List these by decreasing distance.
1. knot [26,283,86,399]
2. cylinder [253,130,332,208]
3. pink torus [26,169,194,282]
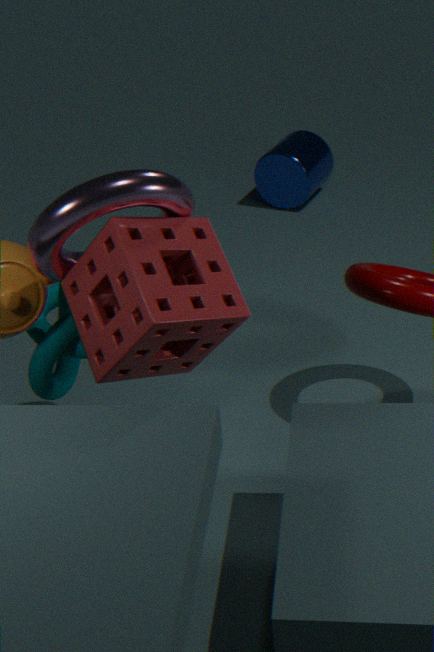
cylinder [253,130,332,208] → knot [26,283,86,399] → pink torus [26,169,194,282]
